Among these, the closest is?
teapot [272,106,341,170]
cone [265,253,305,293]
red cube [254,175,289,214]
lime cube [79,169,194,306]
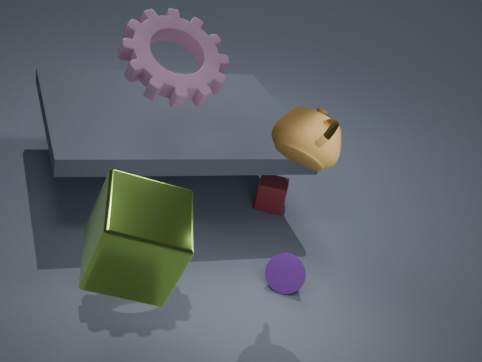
lime cube [79,169,194,306]
